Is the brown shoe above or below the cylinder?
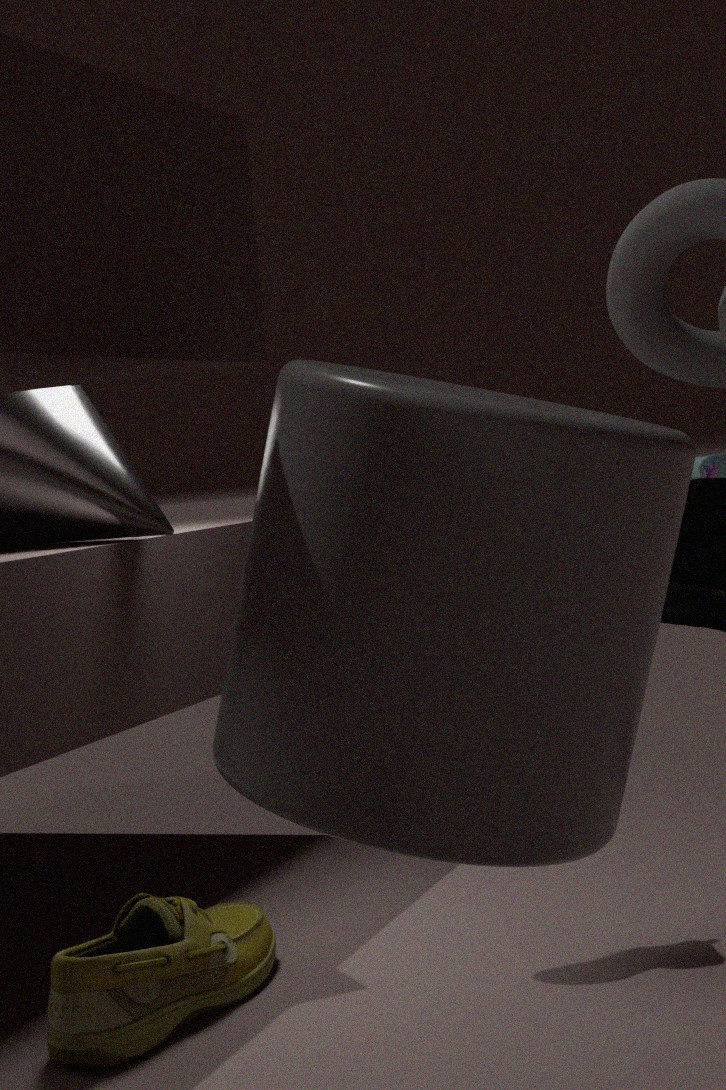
below
